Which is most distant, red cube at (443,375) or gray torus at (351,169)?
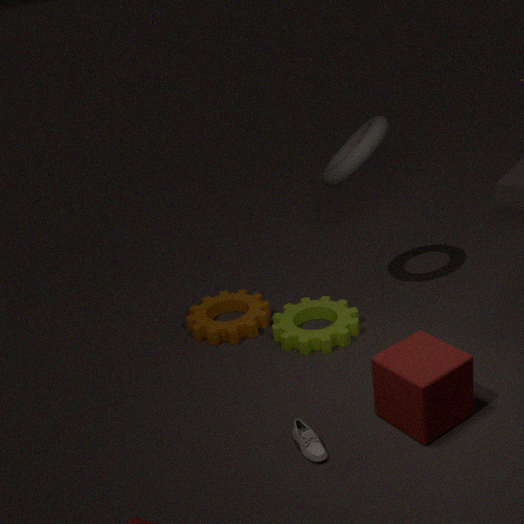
gray torus at (351,169)
